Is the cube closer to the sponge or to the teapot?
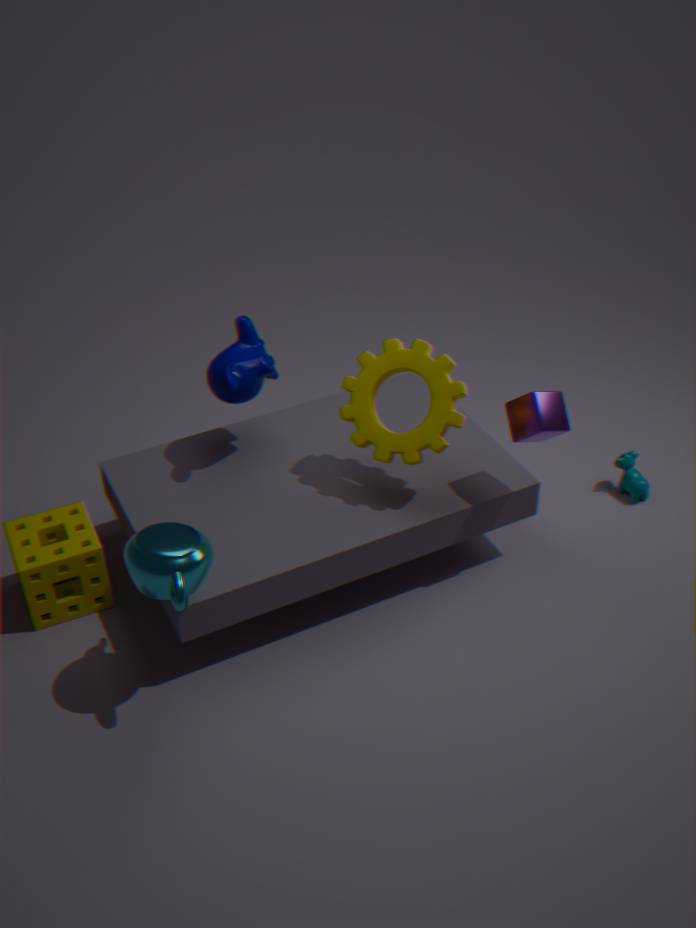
the teapot
